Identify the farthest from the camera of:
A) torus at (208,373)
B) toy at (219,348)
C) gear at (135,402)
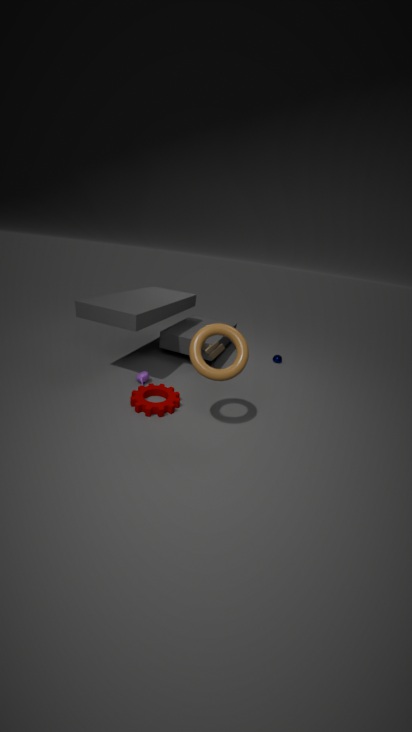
toy at (219,348)
